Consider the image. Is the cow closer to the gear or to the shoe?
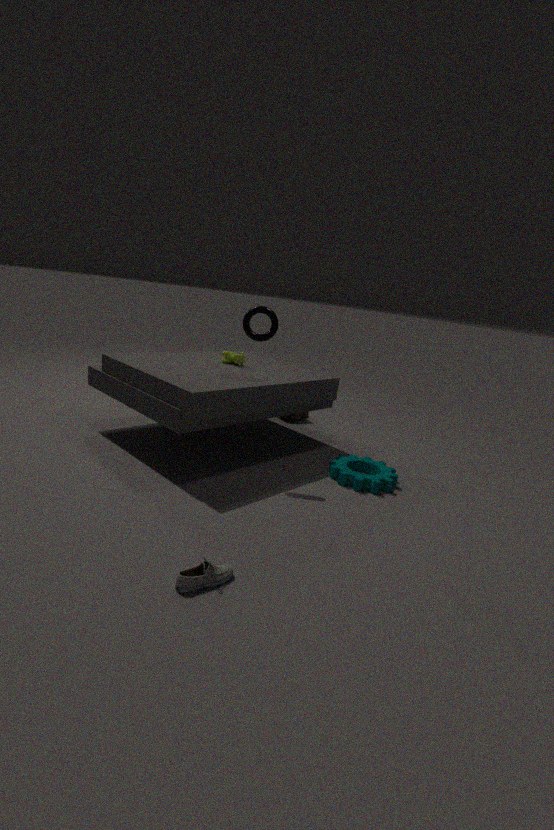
the gear
